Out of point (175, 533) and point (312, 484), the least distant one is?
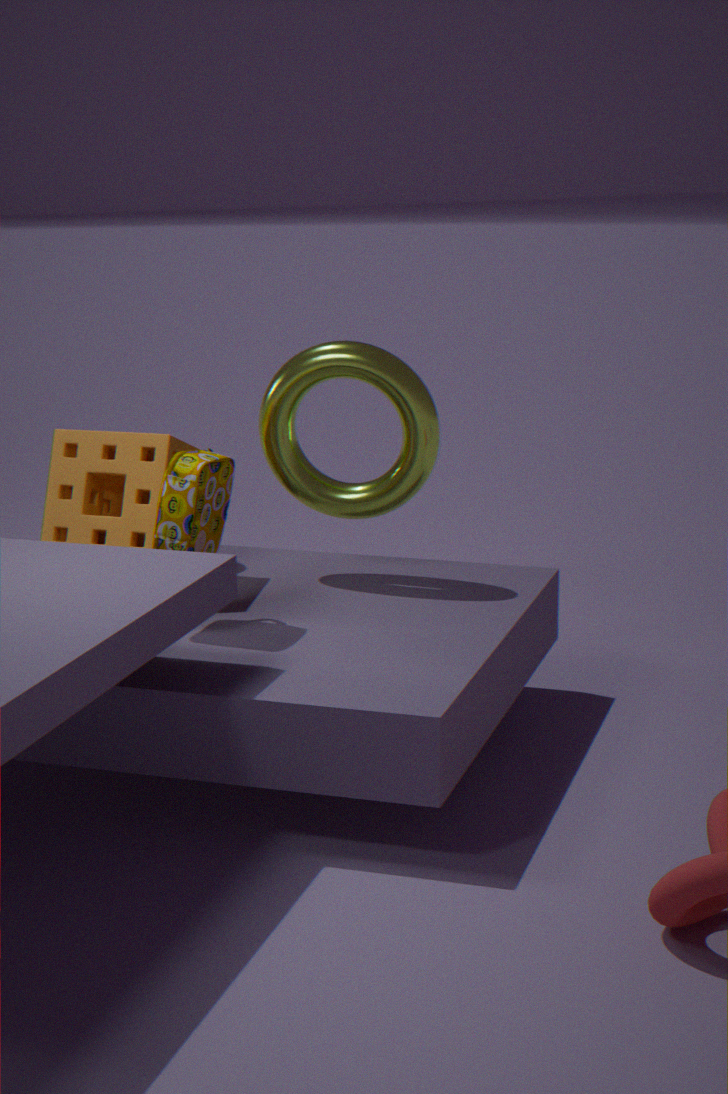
point (175, 533)
